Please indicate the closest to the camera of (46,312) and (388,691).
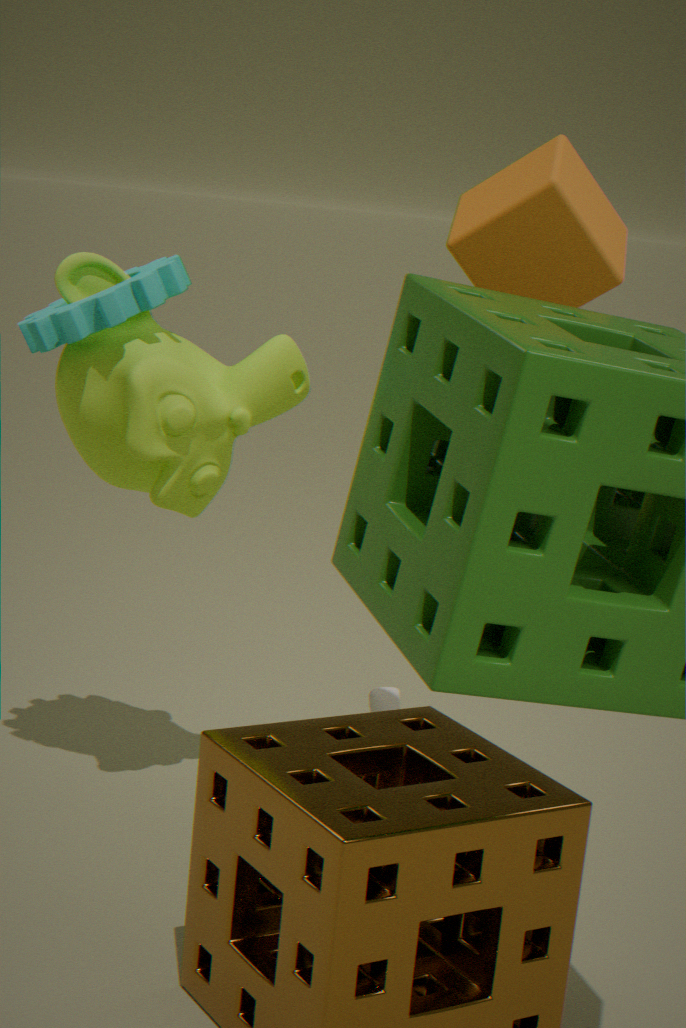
(46,312)
